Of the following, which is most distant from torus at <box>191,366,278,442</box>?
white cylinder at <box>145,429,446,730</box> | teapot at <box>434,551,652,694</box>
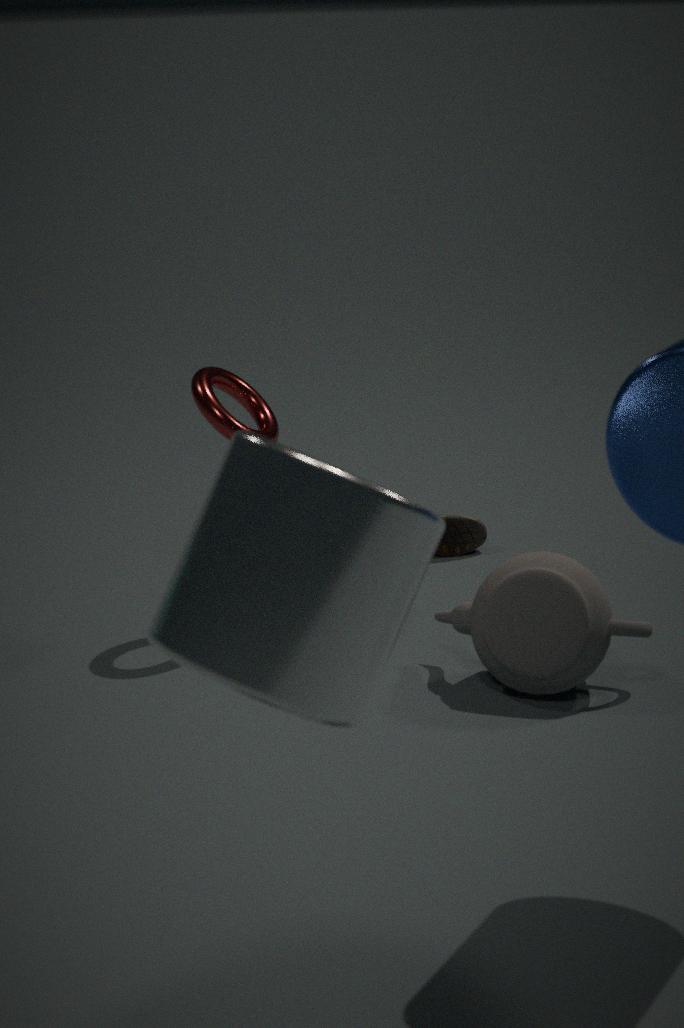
white cylinder at <box>145,429,446,730</box>
